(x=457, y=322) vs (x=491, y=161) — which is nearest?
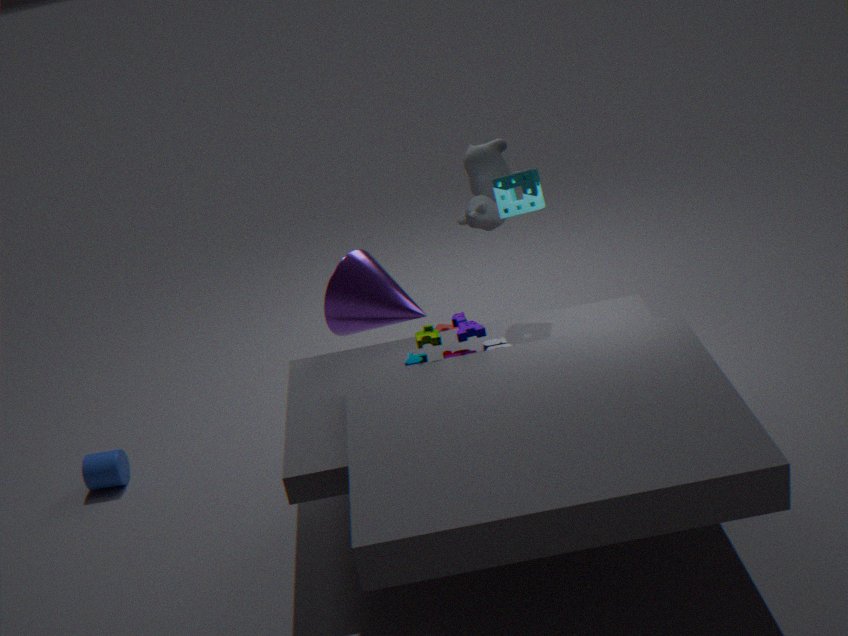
(x=457, y=322)
